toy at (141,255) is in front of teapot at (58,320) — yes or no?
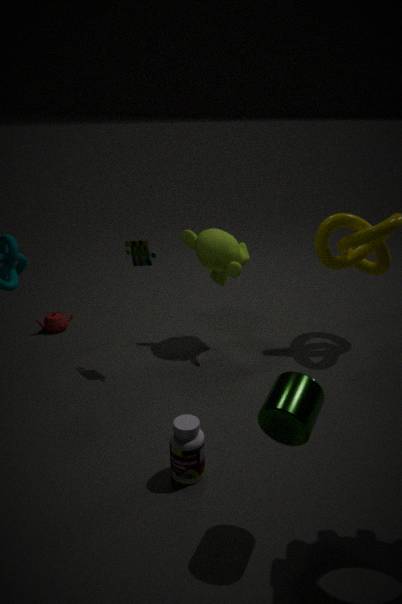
Yes
